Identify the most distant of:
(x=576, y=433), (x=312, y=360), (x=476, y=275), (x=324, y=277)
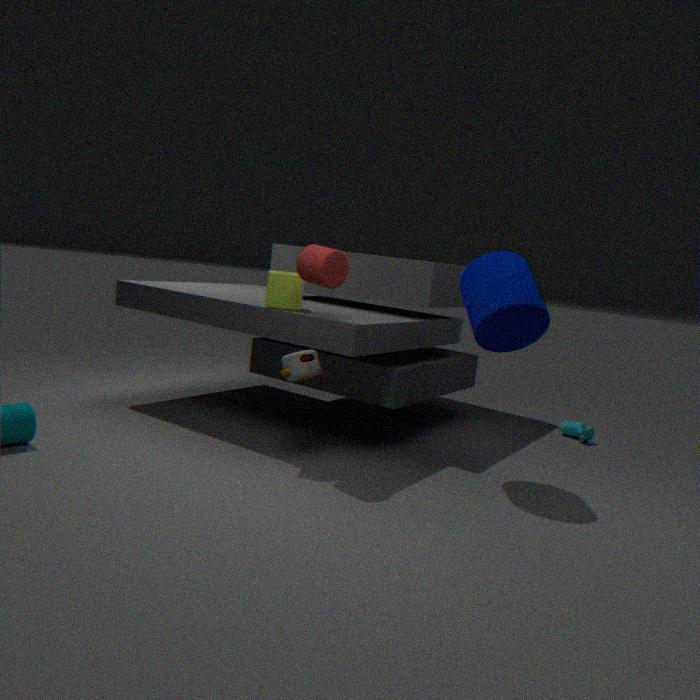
(x=576, y=433)
